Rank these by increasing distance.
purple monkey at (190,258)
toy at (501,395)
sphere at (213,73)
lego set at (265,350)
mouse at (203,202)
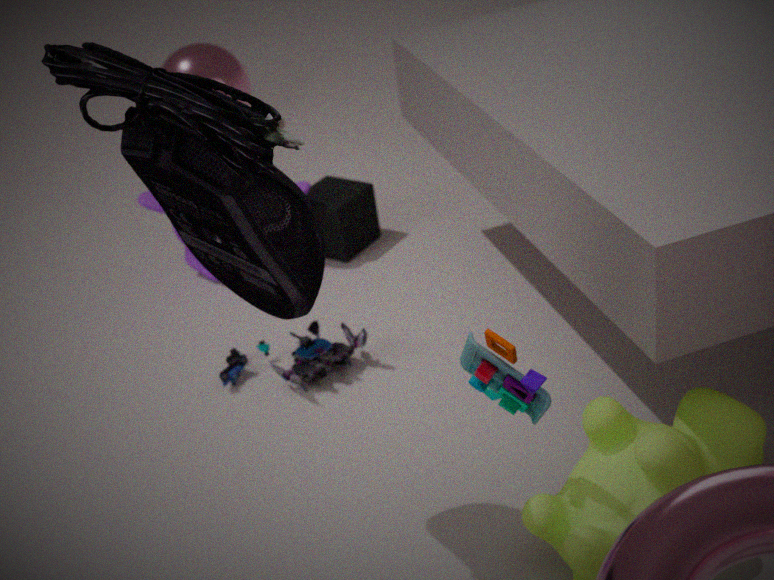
mouse at (203,202)
toy at (501,395)
lego set at (265,350)
purple monkey at (190,258)
sphere at (213,73)
